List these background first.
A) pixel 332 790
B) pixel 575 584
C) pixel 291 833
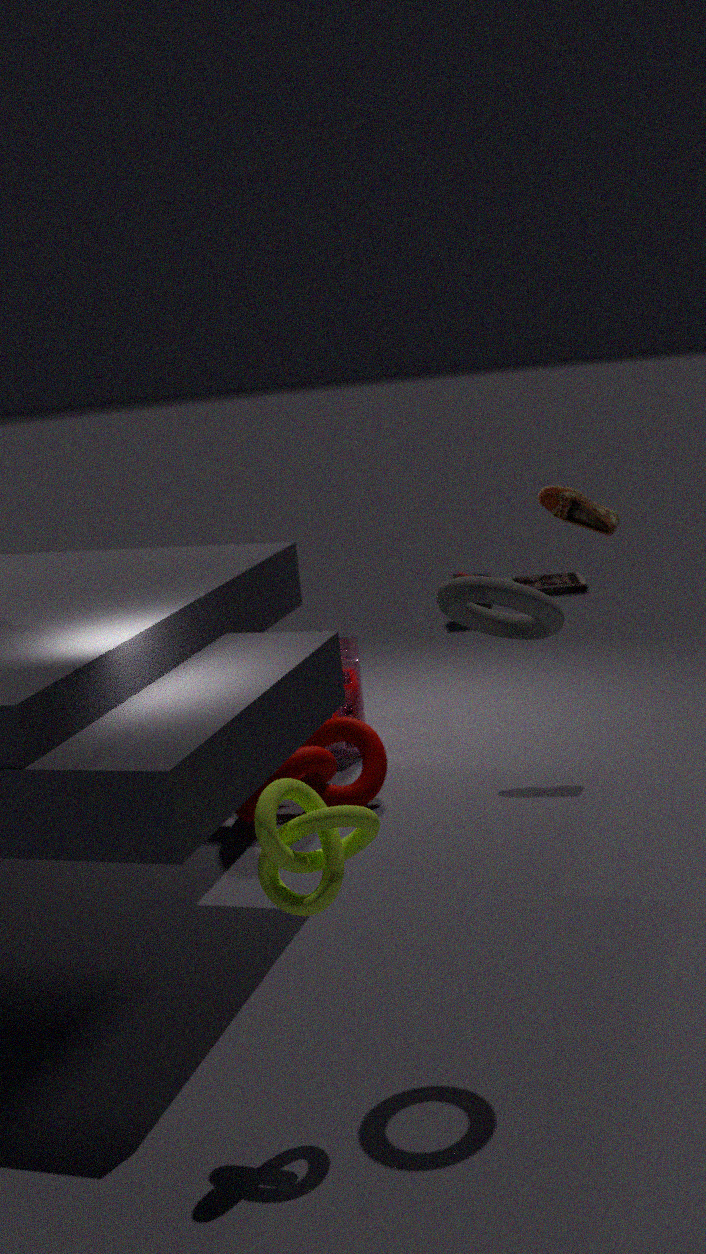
pixel 575 584
pixel 332 790
pixel 291 833
